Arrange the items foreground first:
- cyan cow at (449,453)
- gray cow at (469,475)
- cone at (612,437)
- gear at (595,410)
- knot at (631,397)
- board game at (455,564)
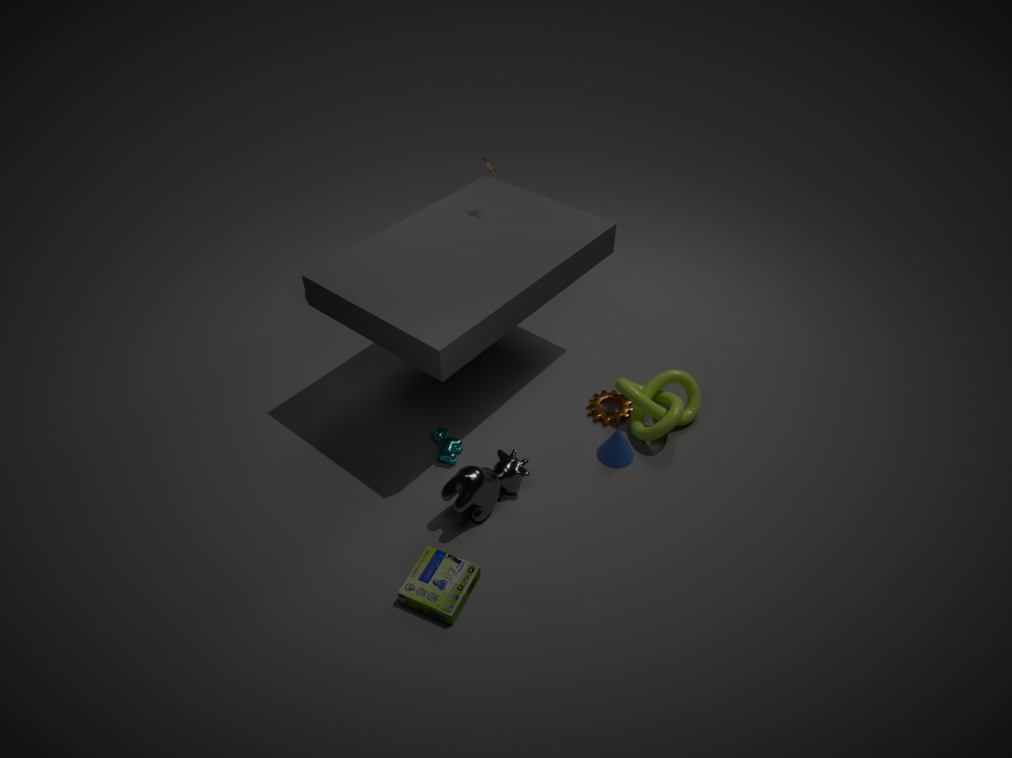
1. board game at (455,564)
2. gray cow at (469,475)
3. cone at (612,437)
4. cyan cow at (449,453)
5. knot at (631,397)
6. gear at (595,410)
